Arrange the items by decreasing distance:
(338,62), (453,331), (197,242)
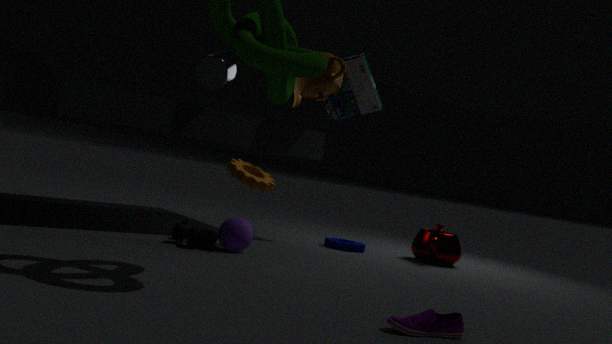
(338,62) → (197,242) → (453,331)
